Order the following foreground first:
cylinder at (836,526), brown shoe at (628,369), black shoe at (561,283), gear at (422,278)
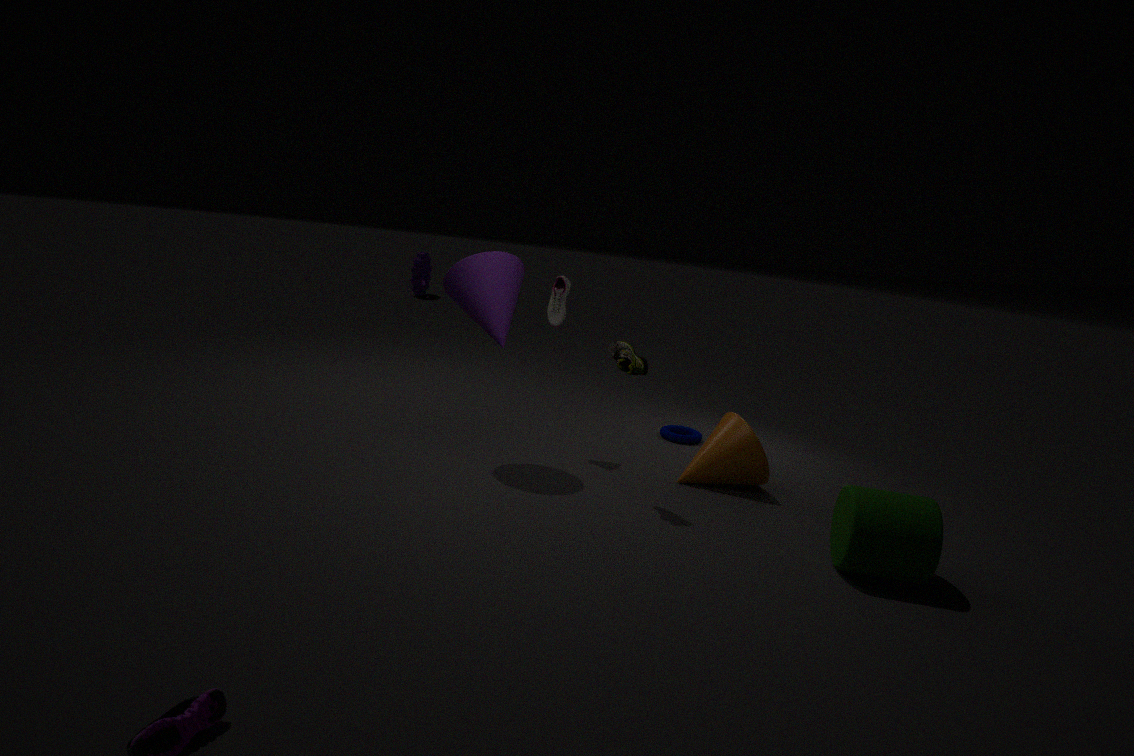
1. cylinder at (836,526)
2. brown shoe at (628,369)
3. black shoe at (561,283)
4. gear at (422,278)
